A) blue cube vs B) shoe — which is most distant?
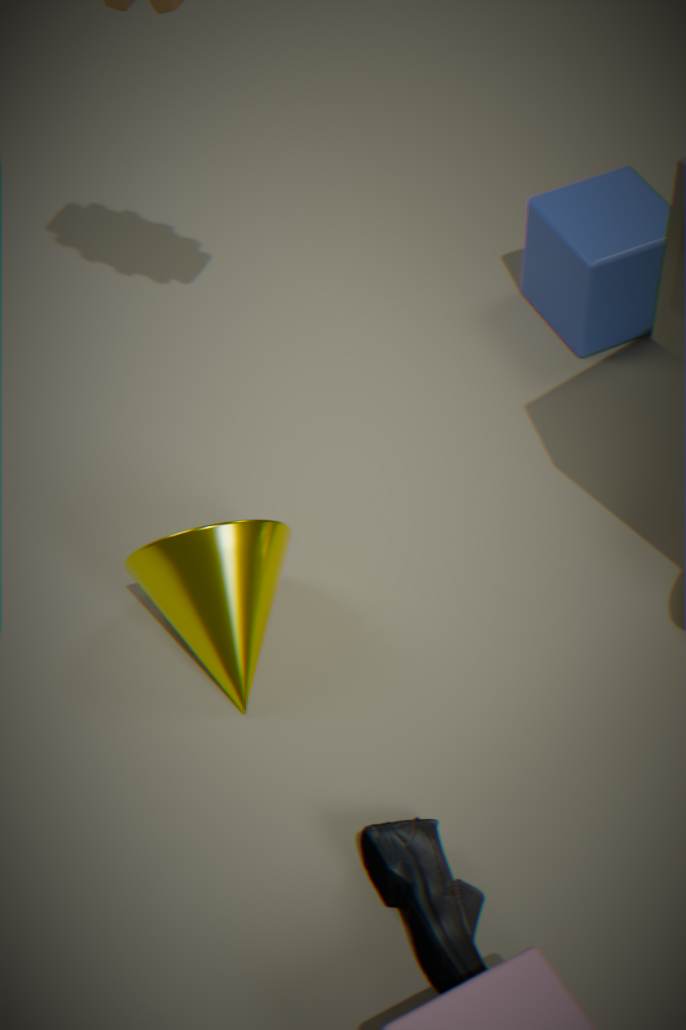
A. blue cube
